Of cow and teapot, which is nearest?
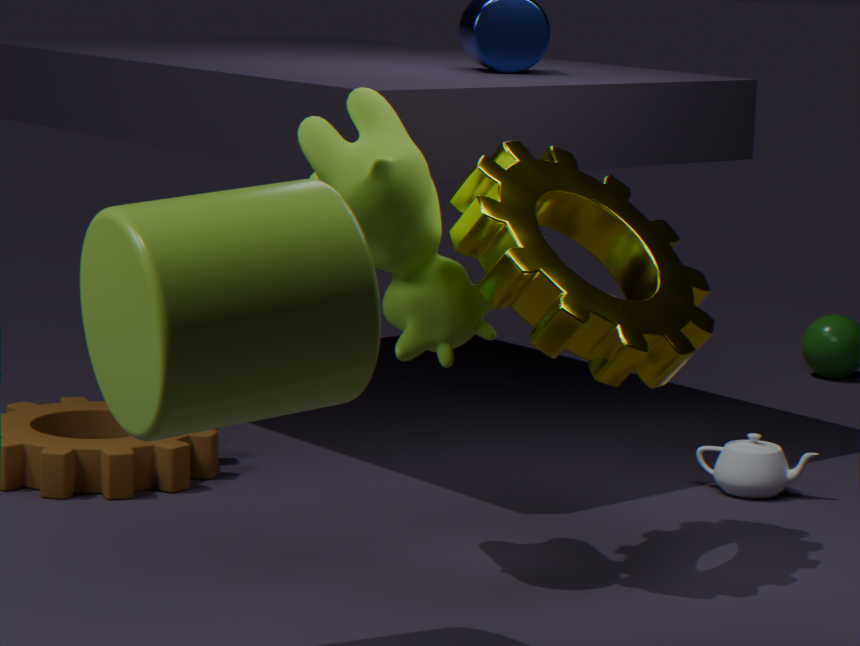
cow
